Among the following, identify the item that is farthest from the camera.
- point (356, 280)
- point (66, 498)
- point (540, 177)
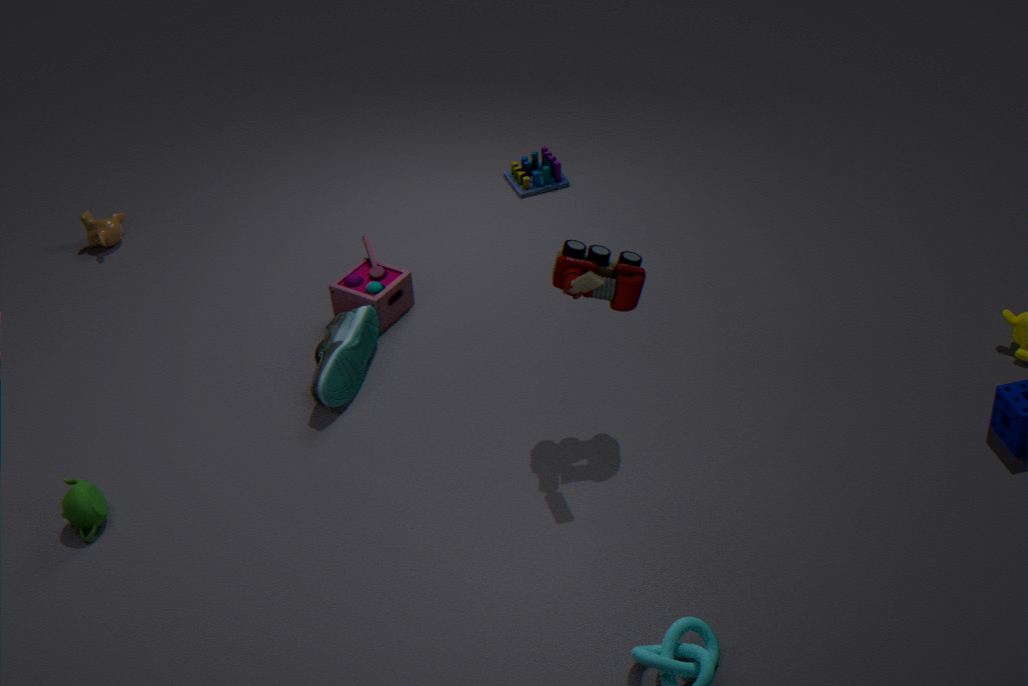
point (540, 177)
